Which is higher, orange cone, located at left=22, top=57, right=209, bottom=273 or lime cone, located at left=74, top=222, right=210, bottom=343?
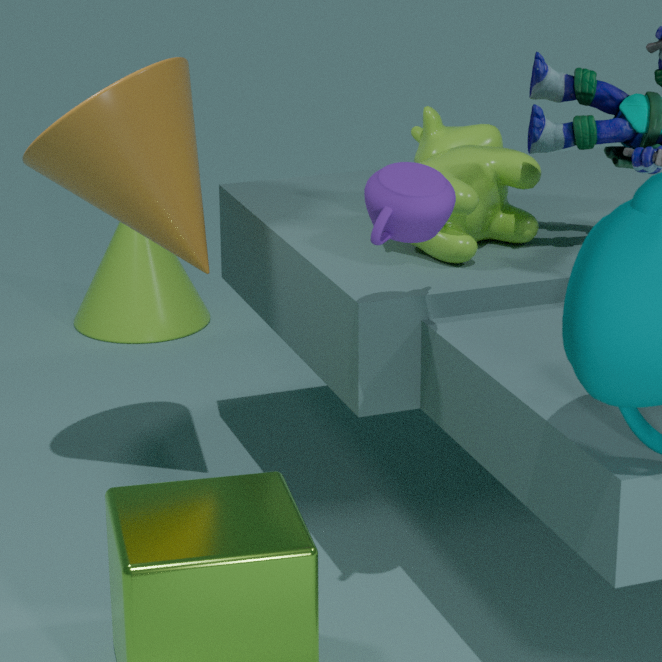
orange cone, located at left=22, top=57, right=209, bottom=273
